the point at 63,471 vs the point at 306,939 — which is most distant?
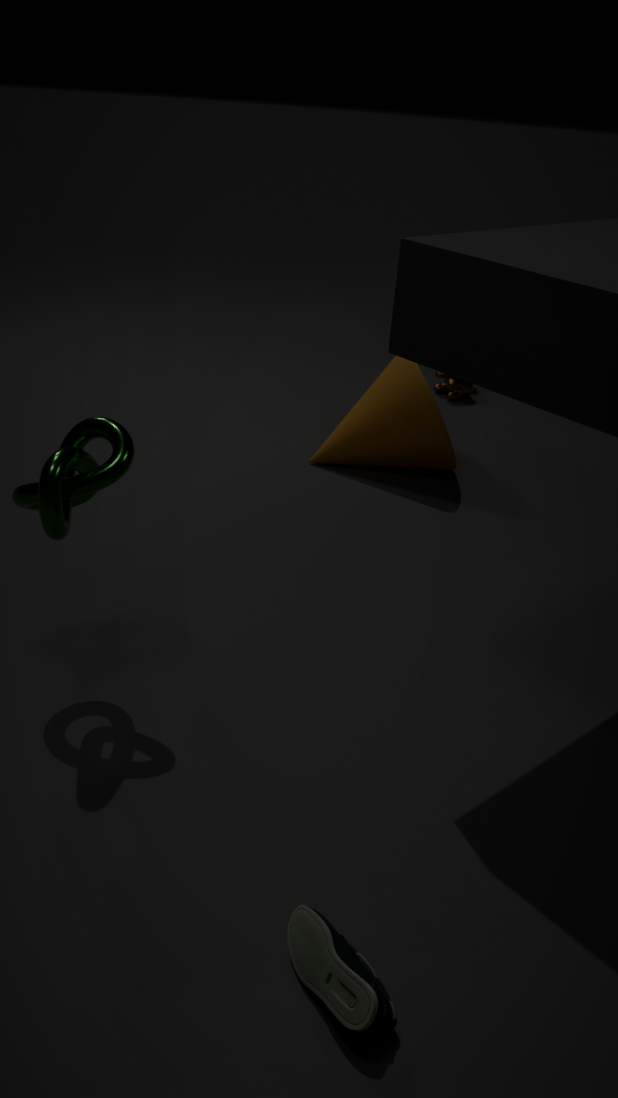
the point at 63,471
